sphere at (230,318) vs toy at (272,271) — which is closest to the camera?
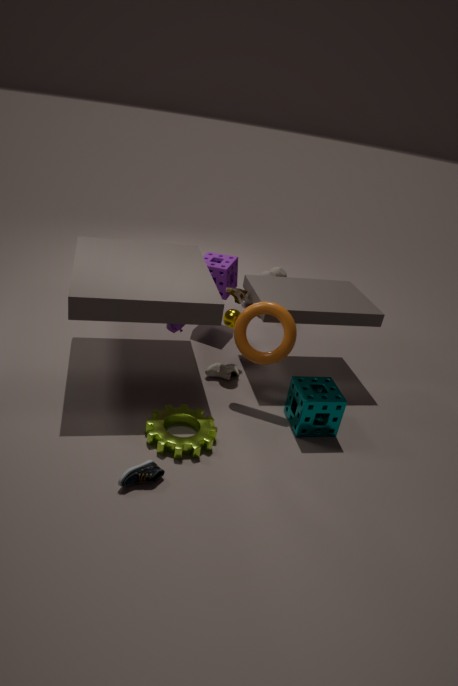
sphere at (230,318)
